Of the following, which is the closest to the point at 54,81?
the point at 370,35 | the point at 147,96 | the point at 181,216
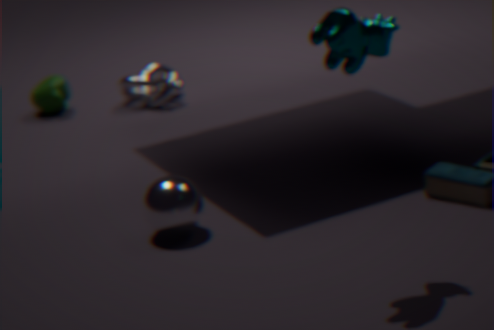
the point at 147,96
